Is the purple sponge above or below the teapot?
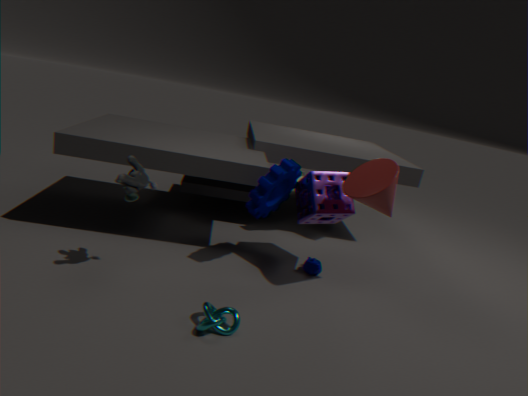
above
